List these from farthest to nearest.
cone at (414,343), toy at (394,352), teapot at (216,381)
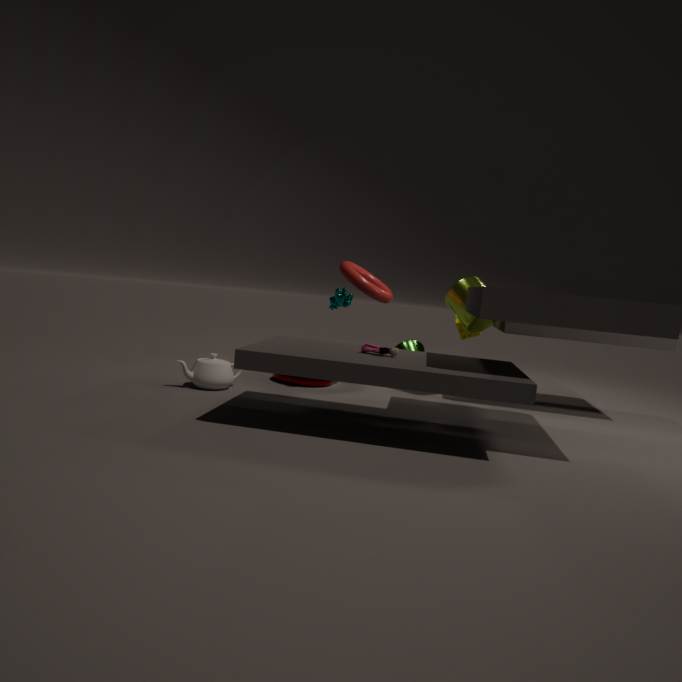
1. cone at (414,343)
2. teapot at (216,381)
3. toy at (394,352)
